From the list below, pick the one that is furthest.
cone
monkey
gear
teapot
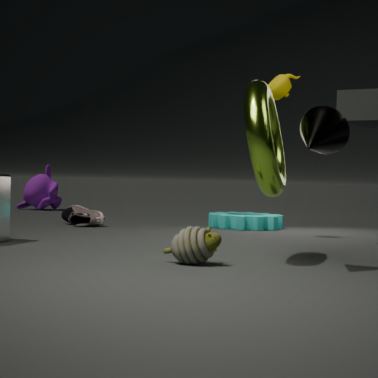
monkey
